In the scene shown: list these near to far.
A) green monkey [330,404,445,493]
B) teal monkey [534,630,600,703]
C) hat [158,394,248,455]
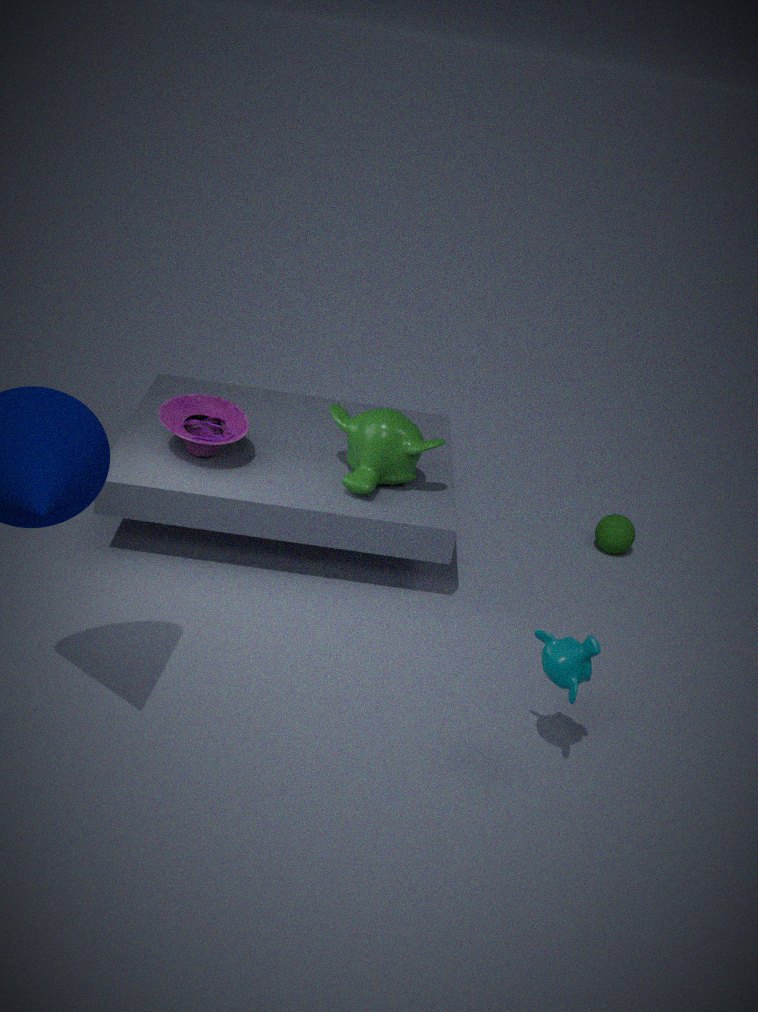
teal monkey [534,630,600,703], green monkey [330,404,445,493], hat [158,394,248,455]
